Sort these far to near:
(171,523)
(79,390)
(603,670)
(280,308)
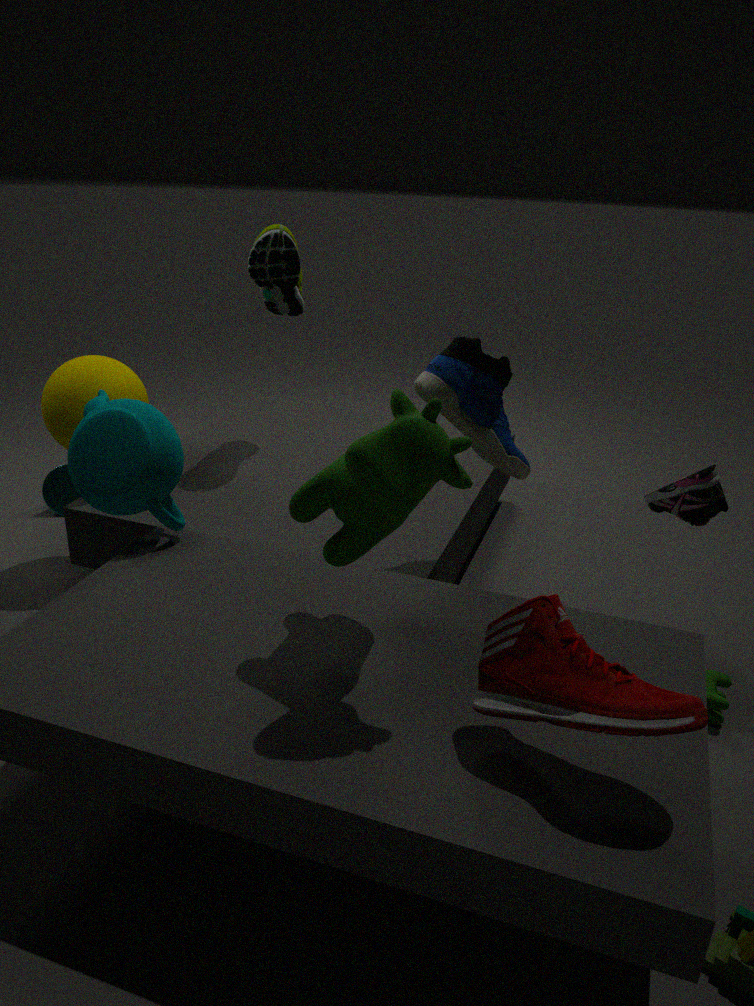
1. (280,308)
2. (79,390)
3. (171,523)
4. (603,670)
